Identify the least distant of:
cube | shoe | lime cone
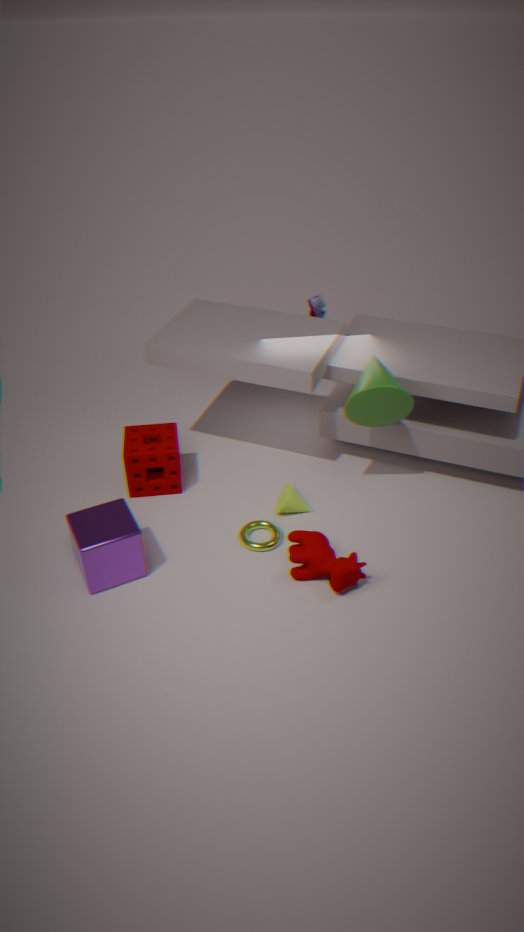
cube
